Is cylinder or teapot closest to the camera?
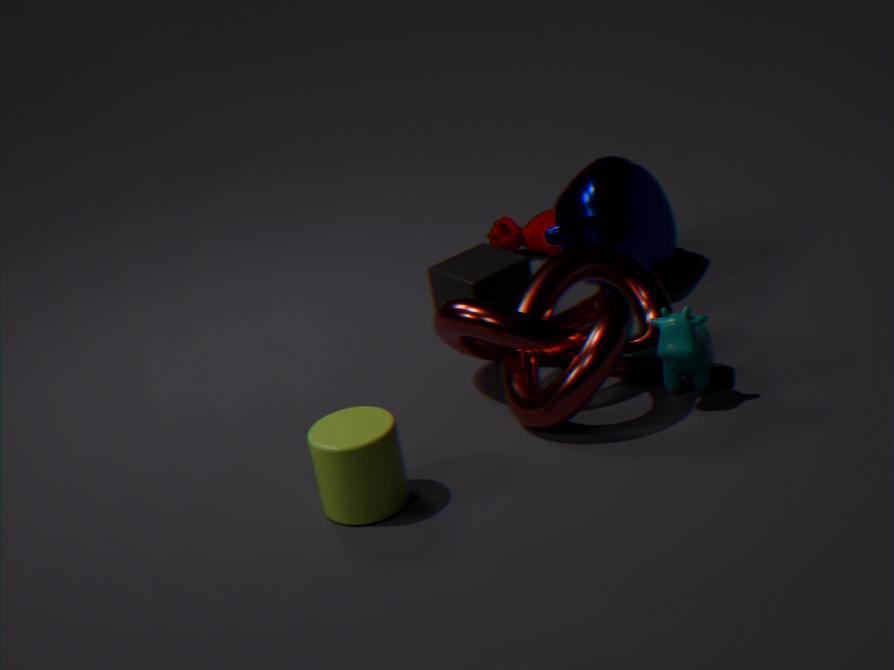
cylinder
